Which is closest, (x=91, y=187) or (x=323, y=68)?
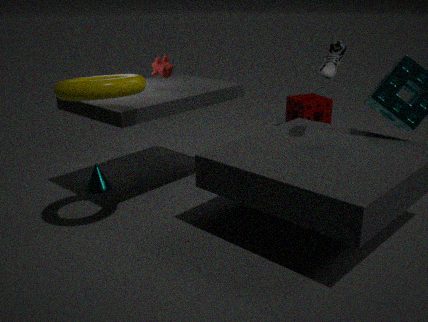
(x=323, y=68)
